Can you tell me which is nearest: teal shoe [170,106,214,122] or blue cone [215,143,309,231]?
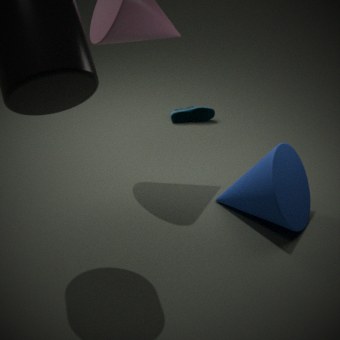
blue cone [215,143,309,231]
